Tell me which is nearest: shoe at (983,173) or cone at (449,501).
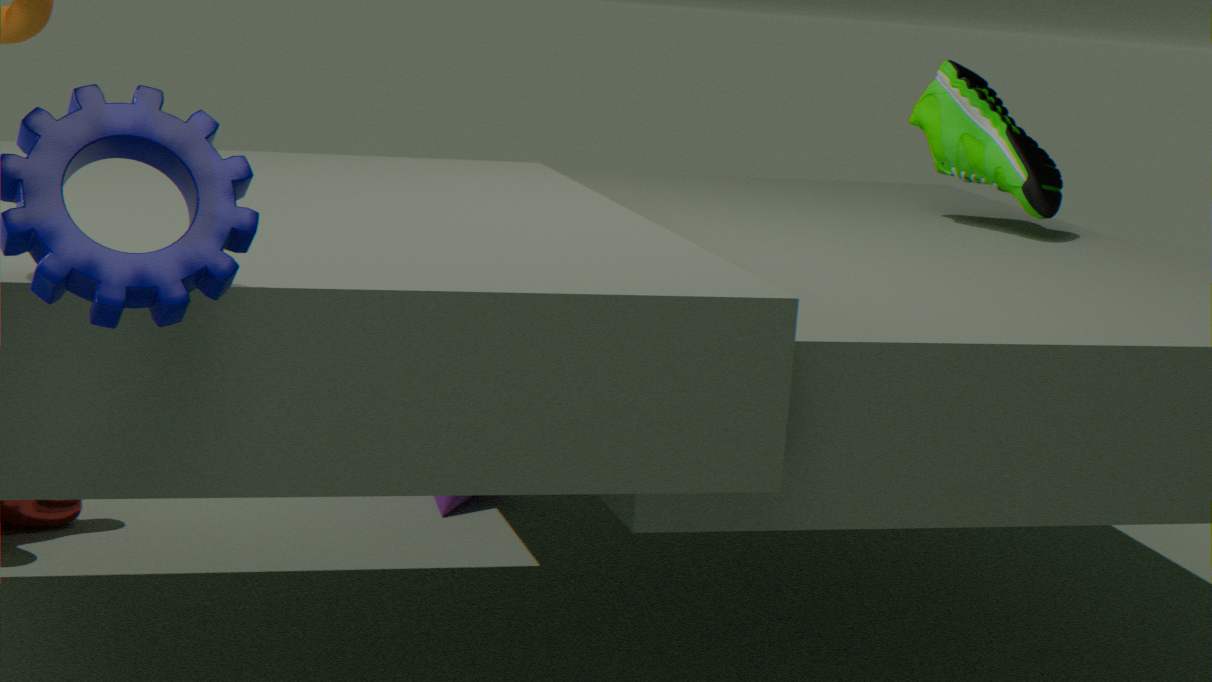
shoe at (983,173)
